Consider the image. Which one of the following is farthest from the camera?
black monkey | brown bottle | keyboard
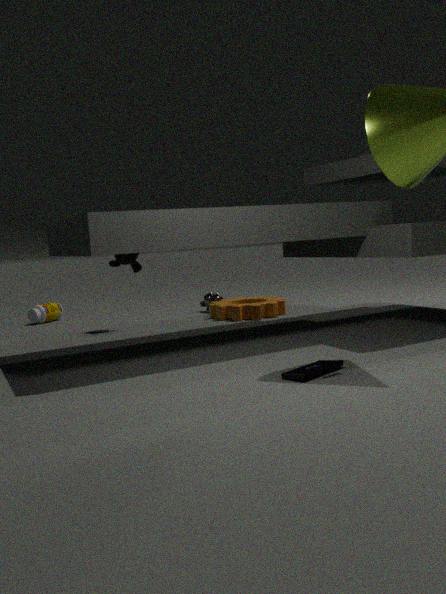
brown bottle
